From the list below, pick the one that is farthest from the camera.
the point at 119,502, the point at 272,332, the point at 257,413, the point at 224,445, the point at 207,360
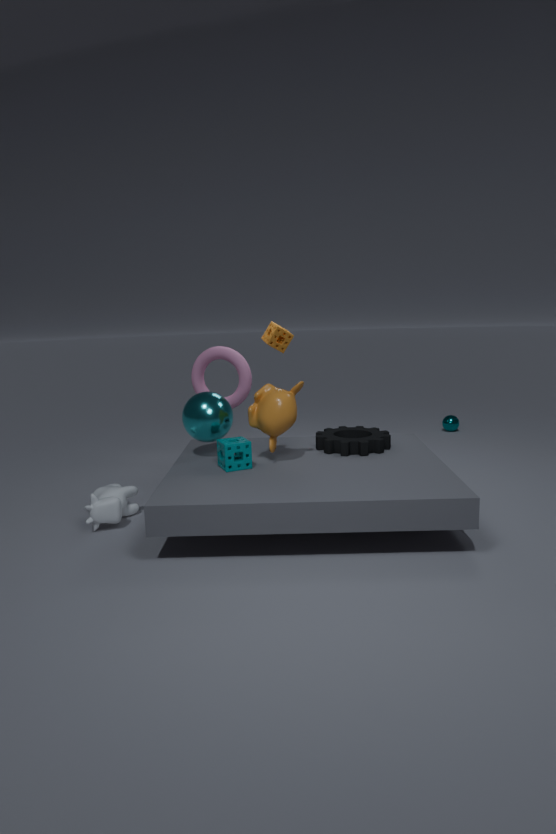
the point at 272,332
